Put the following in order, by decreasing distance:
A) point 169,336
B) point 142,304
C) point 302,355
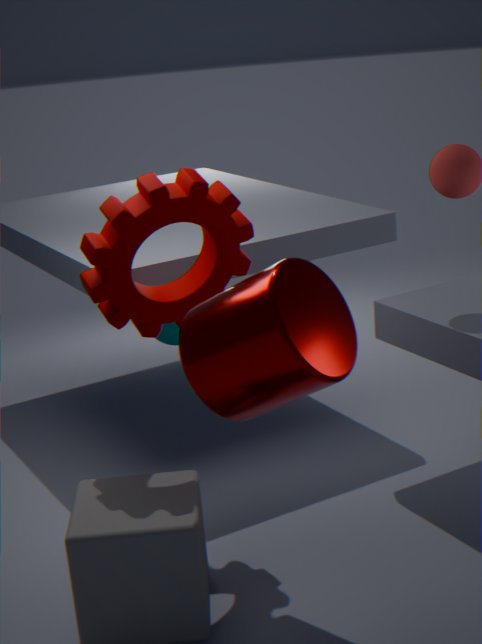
point 169,336, point 142,304, point 302,355
